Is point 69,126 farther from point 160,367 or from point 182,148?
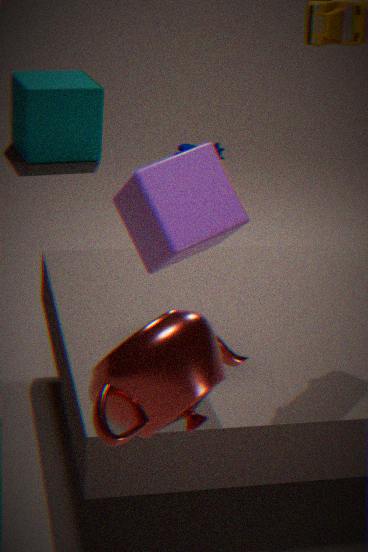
point 160,367
